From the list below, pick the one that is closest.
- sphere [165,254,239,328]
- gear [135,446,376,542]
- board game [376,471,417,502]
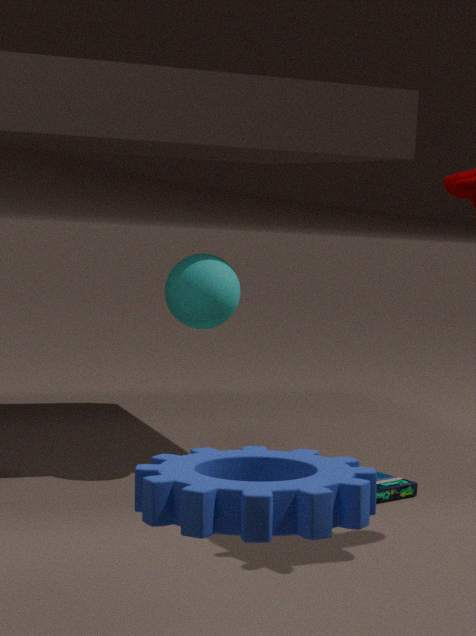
gear [135,446,376,542]
